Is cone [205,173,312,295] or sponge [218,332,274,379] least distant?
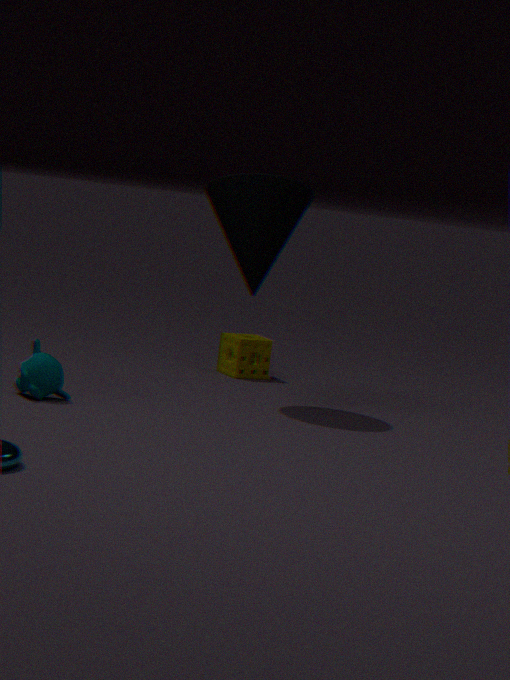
cone [205,173,312,295]
